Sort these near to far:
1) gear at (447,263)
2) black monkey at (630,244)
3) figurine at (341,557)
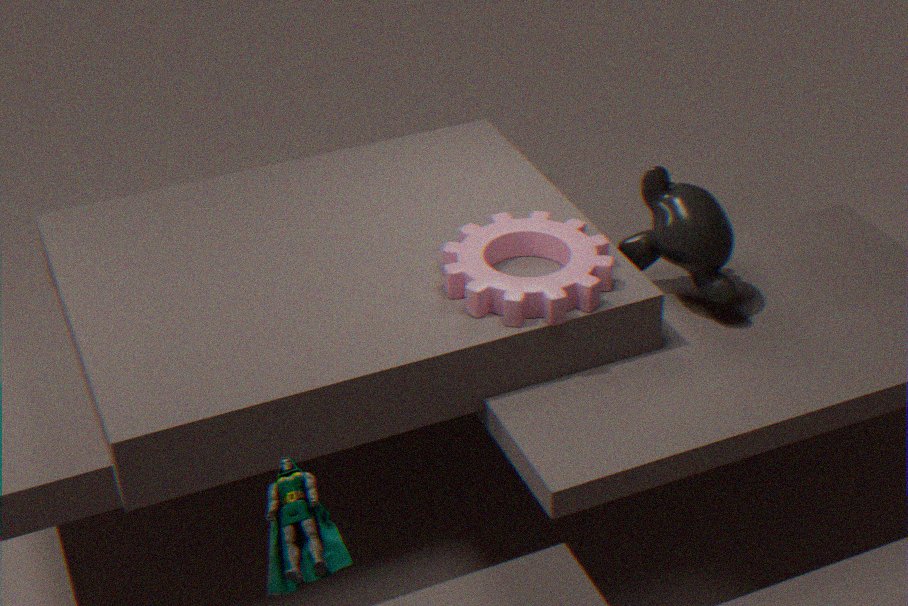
3. figurine at (341,557) → 1. gear at (447,263) → 2. black monkey at (630,244)
